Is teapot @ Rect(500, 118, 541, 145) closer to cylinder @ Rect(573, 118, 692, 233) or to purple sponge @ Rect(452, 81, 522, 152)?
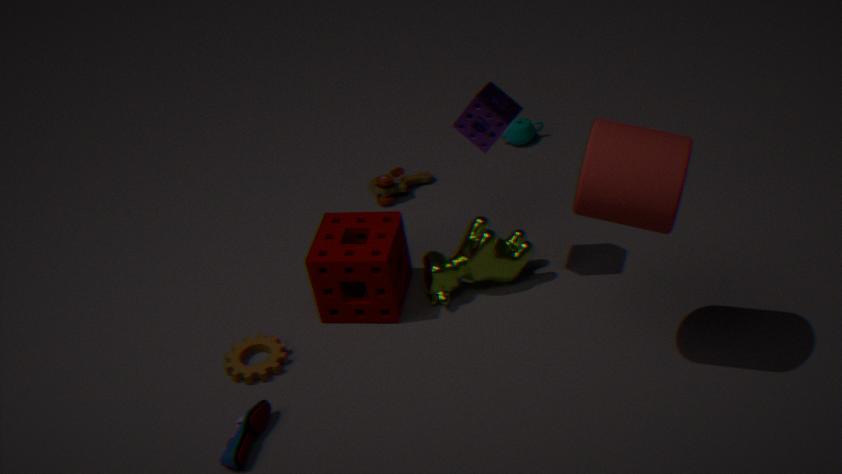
purple sponge @ Rect(452, 81, 522, 152)
